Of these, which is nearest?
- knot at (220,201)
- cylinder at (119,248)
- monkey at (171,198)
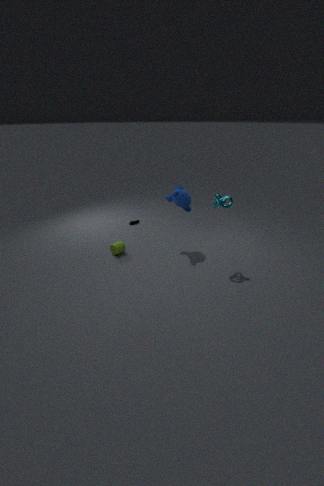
knot at (220,201)
